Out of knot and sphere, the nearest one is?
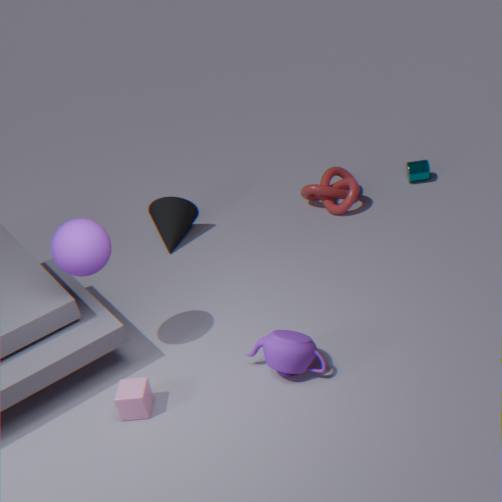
sphere
